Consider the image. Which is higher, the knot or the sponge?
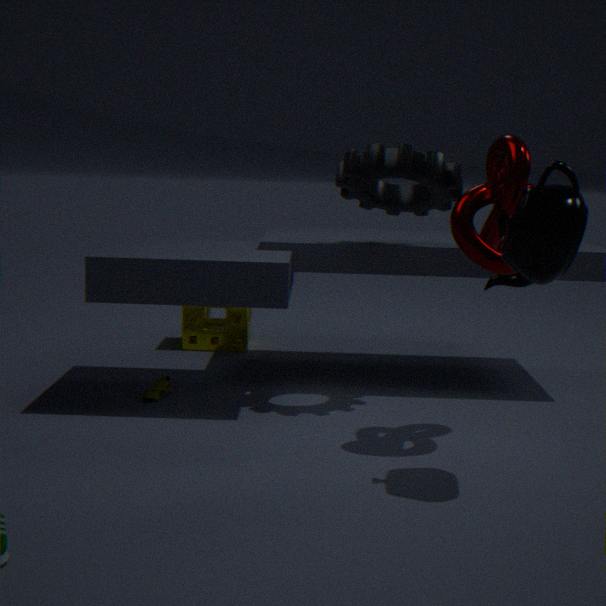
the knot
